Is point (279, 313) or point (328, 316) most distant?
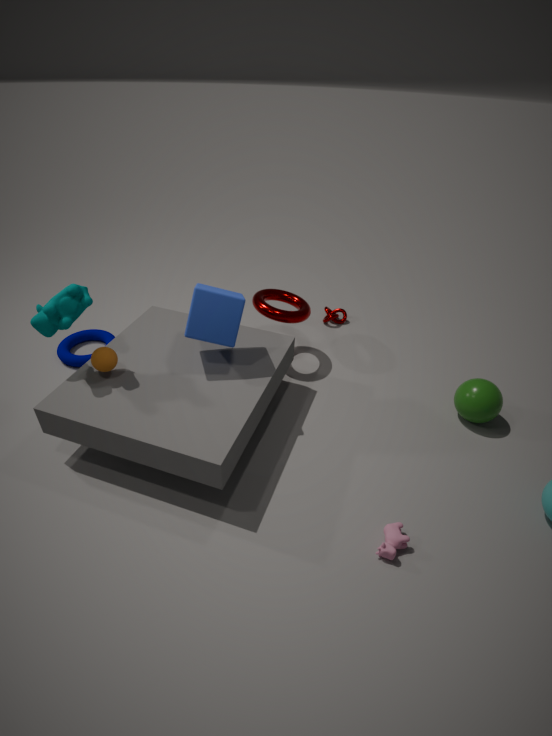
point (328, 316)
